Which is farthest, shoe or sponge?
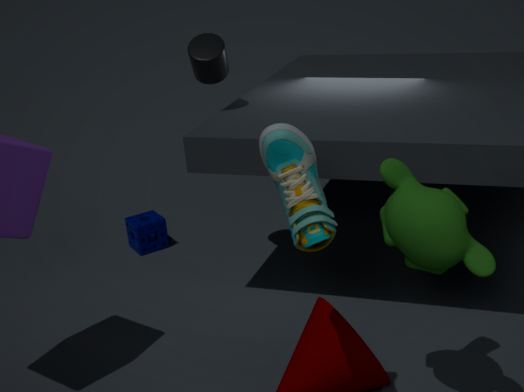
sponge
